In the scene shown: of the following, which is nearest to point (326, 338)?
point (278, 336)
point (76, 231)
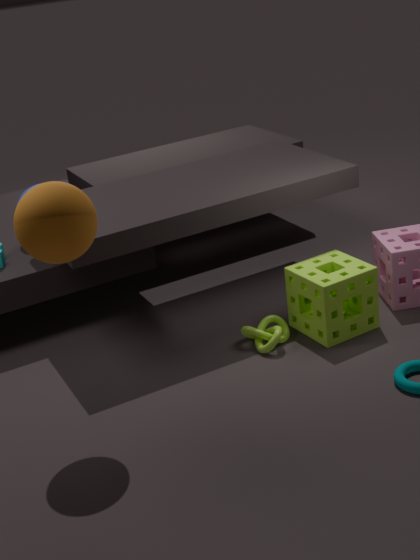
point (278, 336)
